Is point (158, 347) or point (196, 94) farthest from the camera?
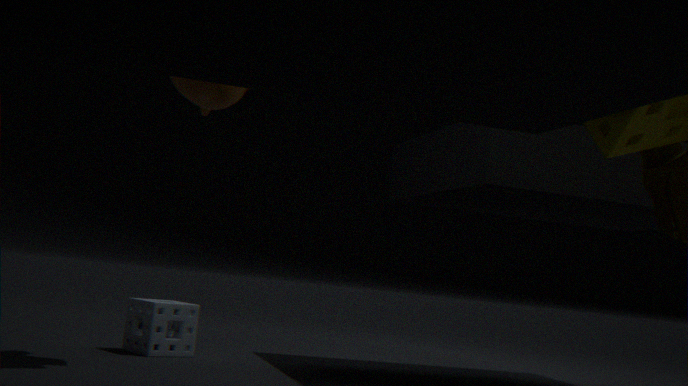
point (158, 347)
